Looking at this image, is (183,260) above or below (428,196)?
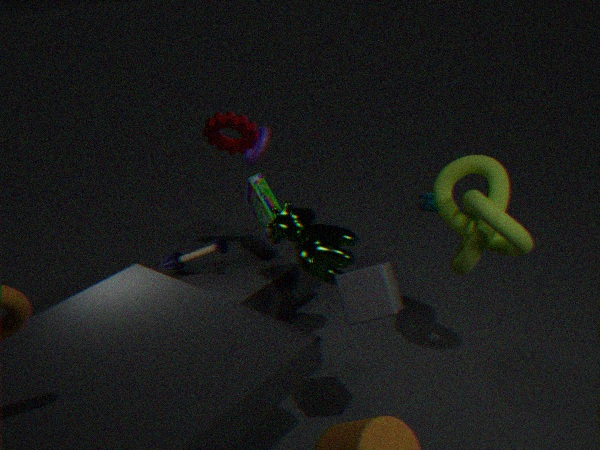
above
